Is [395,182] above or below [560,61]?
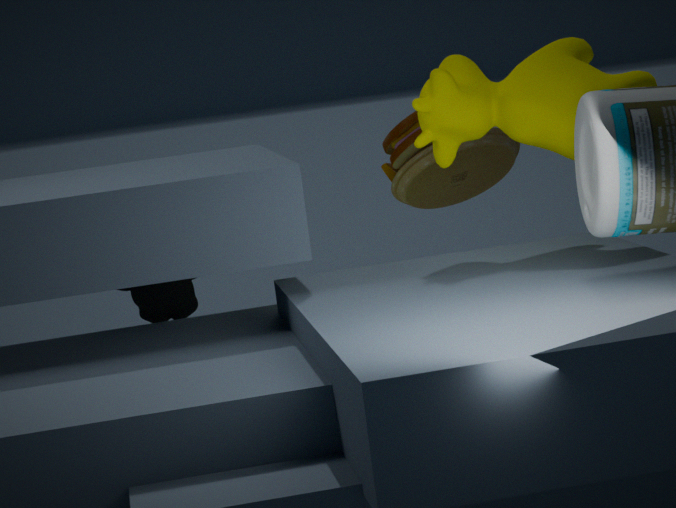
below
